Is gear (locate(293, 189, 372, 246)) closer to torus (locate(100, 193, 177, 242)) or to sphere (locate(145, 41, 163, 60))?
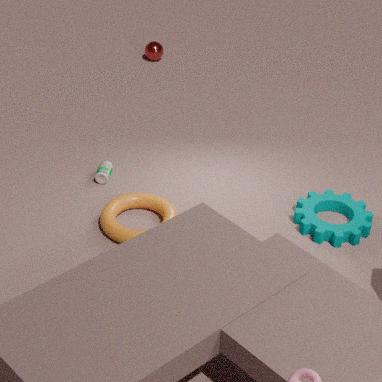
torus (locate(100, 193, 177, 242))
